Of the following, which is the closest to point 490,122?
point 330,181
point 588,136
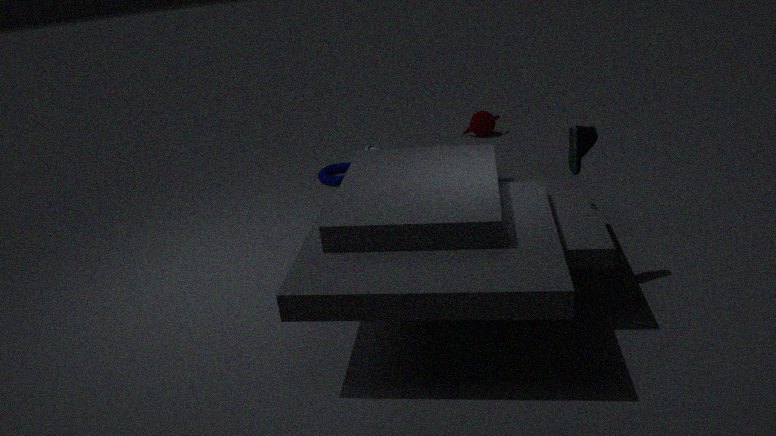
point 330,181
